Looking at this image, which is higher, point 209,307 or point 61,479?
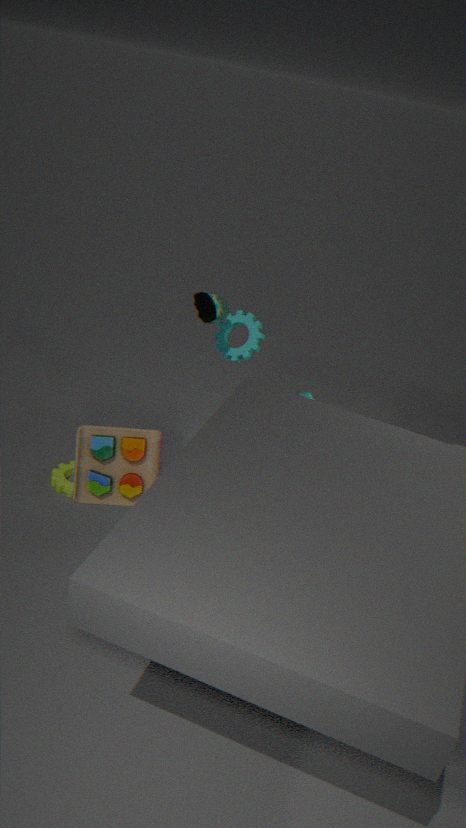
point 209,307
